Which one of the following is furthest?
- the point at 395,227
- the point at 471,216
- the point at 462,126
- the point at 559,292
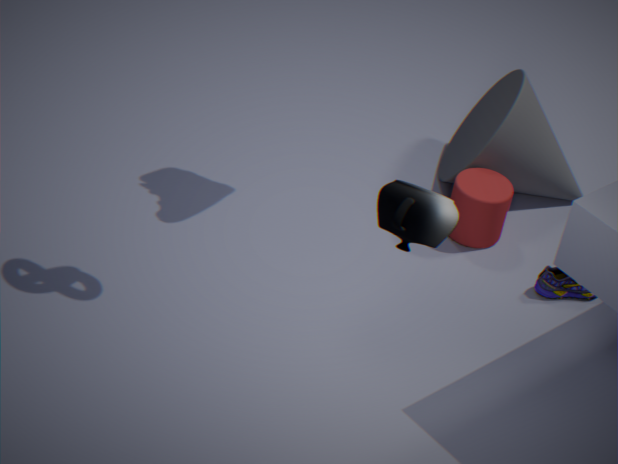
the point at 462,126
